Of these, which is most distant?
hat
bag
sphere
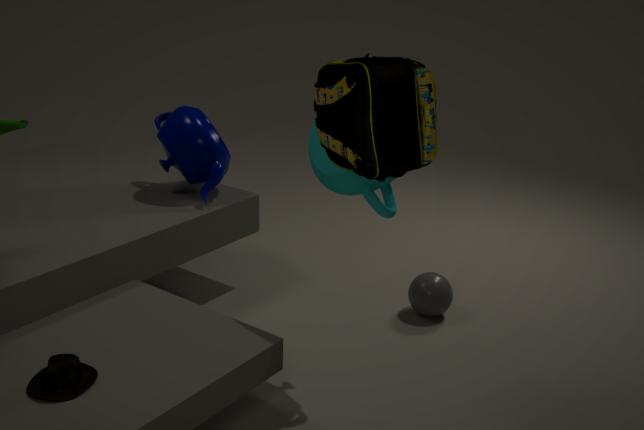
sphere
